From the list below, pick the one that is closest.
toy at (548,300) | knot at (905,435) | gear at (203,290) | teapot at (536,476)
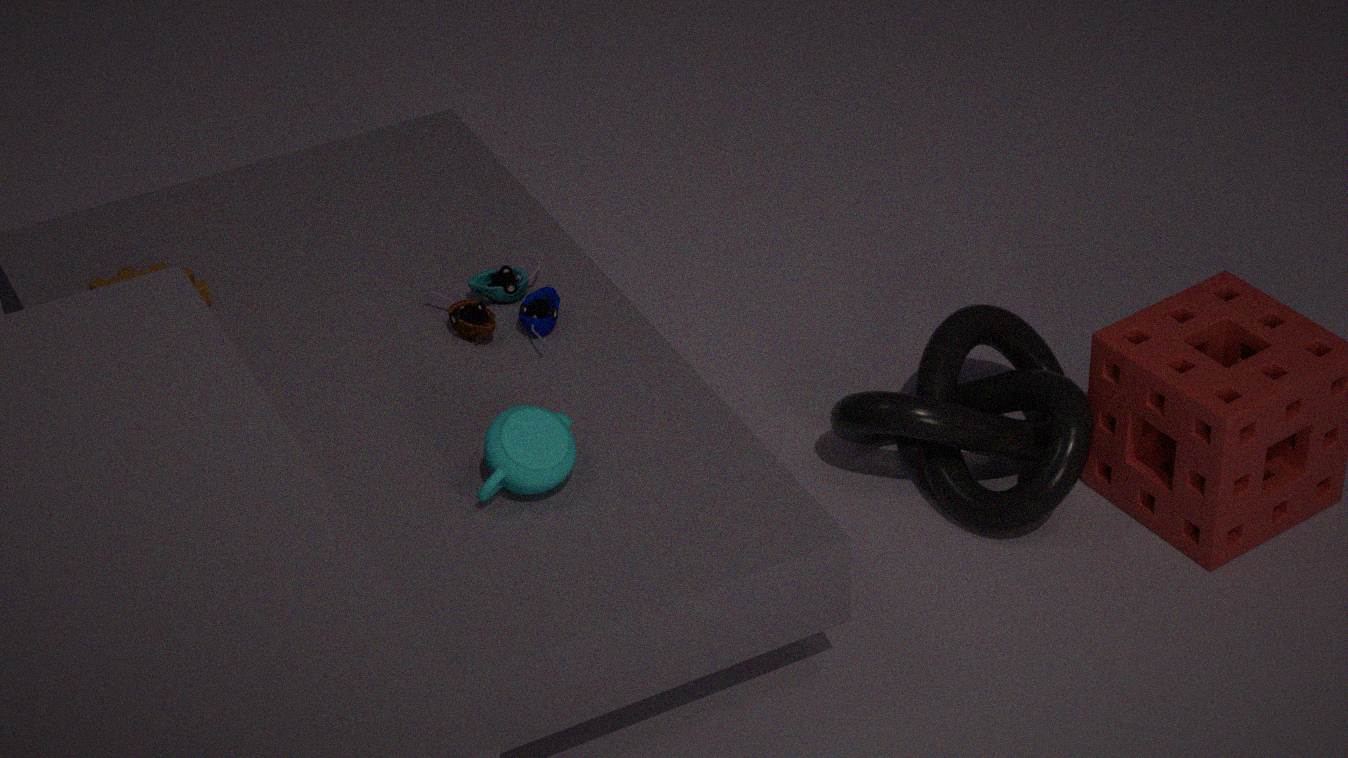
teapot at (536,476)
